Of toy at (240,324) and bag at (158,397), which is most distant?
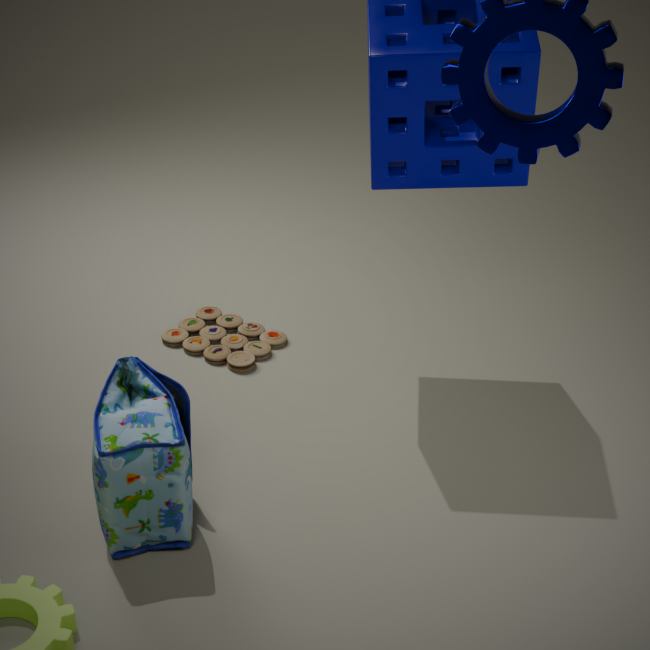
toy at (240,324)
